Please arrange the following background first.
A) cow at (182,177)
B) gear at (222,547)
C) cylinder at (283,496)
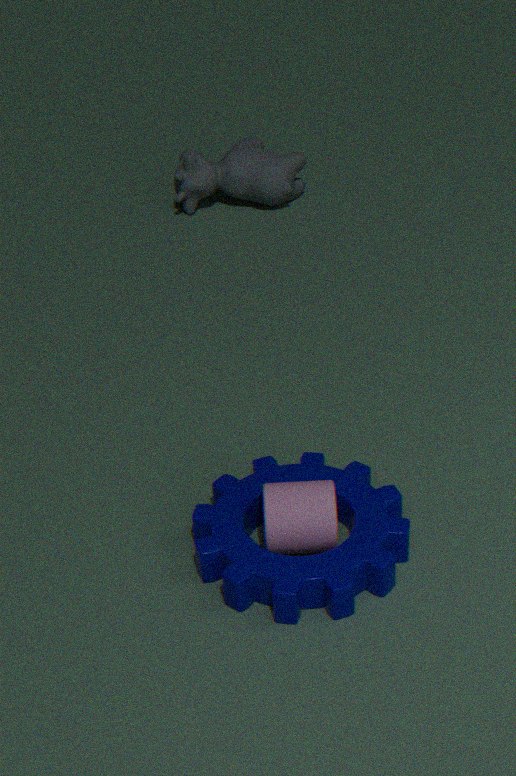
cow at (182,177) < cylinder at (283,496) < gear at (222,547)
